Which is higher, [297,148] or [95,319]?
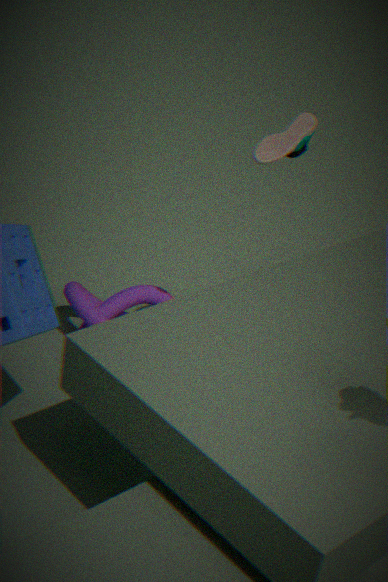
[297,148]
